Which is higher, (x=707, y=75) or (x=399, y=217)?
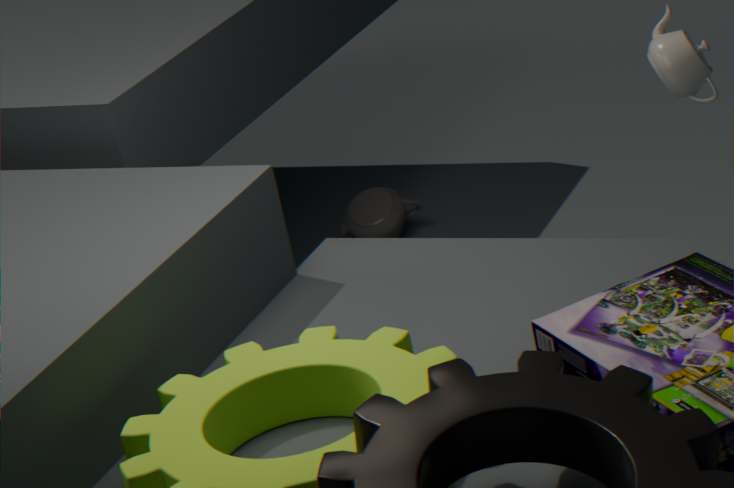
(x=707, y=75)
